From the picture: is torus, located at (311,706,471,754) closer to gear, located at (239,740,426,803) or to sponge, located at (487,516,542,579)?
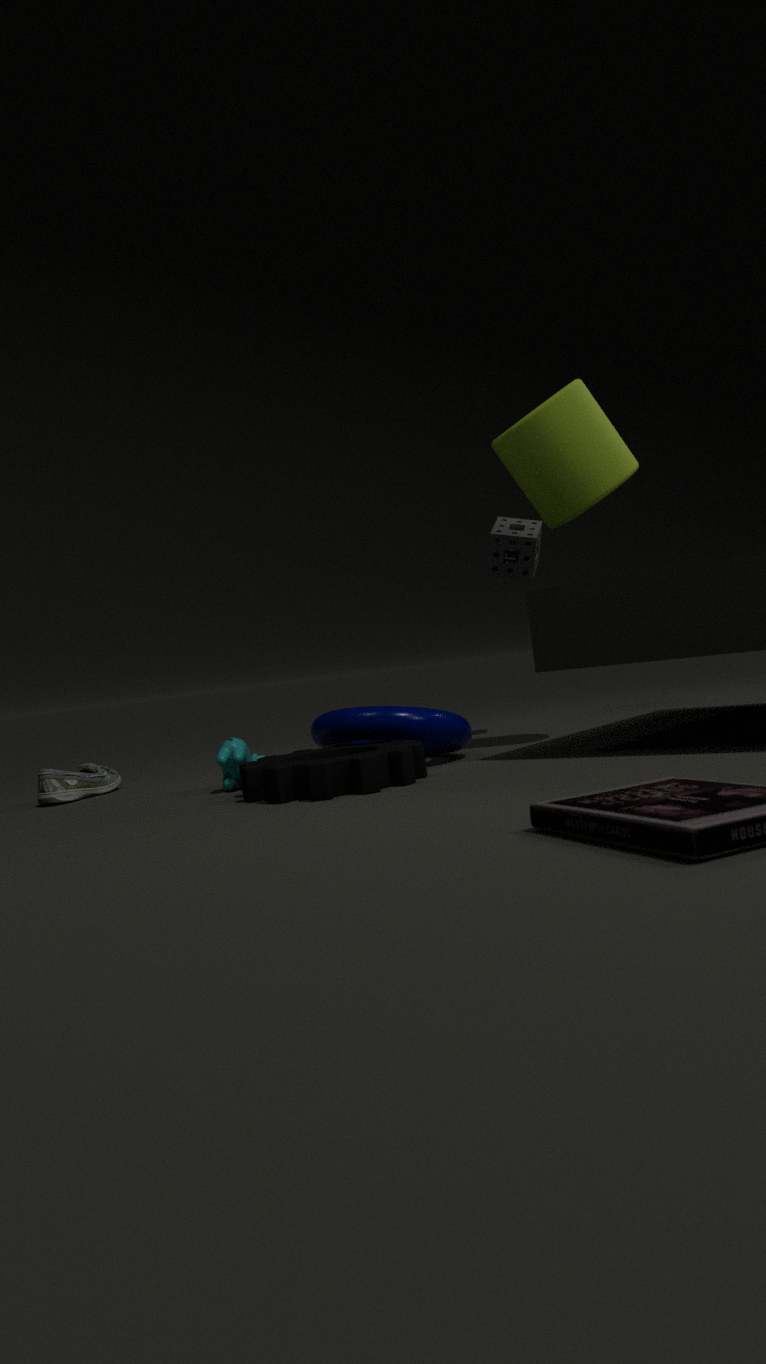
gear, located at (239,740,426,803)
